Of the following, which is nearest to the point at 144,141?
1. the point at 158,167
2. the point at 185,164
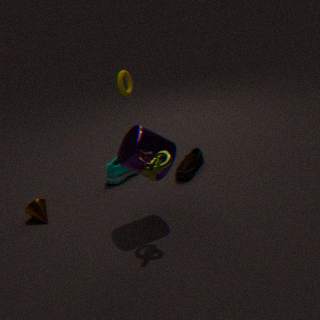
the point at 158,167
